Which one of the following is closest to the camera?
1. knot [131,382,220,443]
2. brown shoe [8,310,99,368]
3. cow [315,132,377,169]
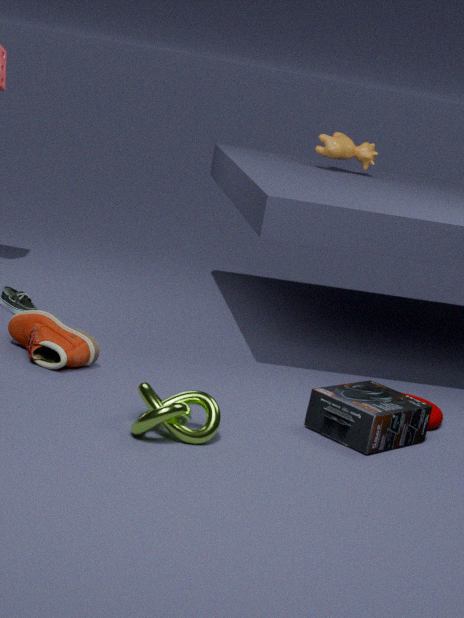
knot [131,382,220,443]
